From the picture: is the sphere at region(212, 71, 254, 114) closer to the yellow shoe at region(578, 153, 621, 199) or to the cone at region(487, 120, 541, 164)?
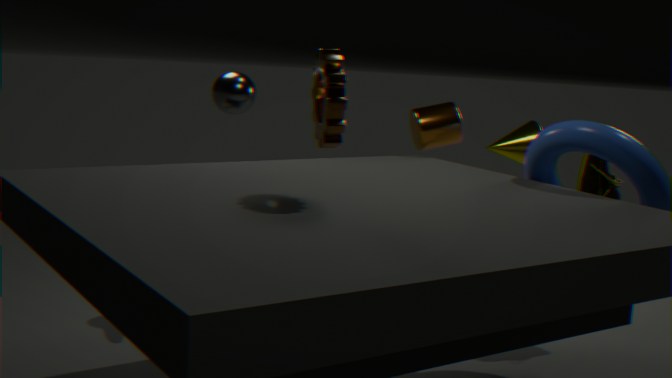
the cone at region(487, 120, 541, 164)
